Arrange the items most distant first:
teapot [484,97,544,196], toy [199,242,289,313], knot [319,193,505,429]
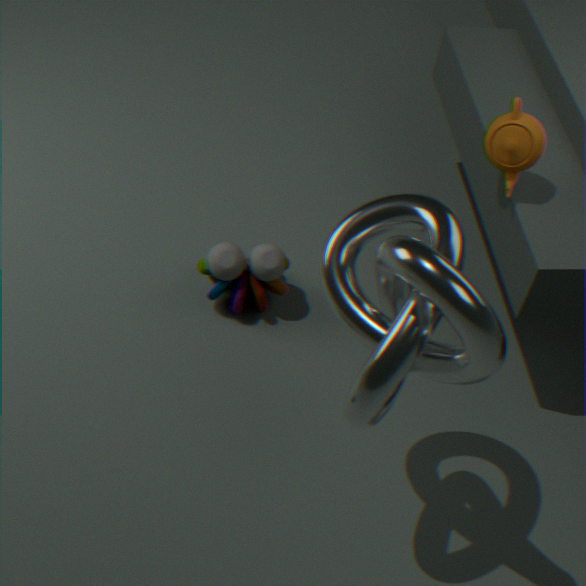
toy [199,242,289,313] < teapot [484,97,544,196] < knot [319,193,505,429]
